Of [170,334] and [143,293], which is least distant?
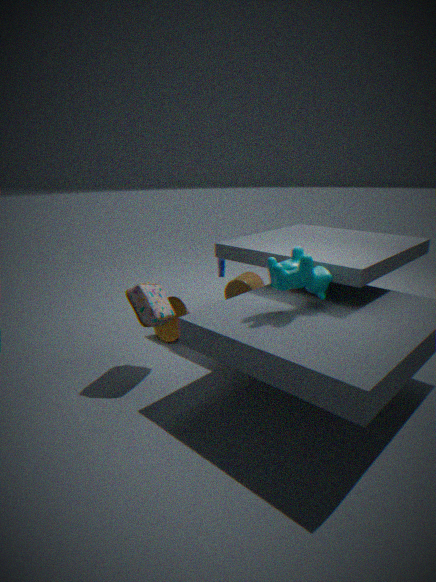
[143,293]
